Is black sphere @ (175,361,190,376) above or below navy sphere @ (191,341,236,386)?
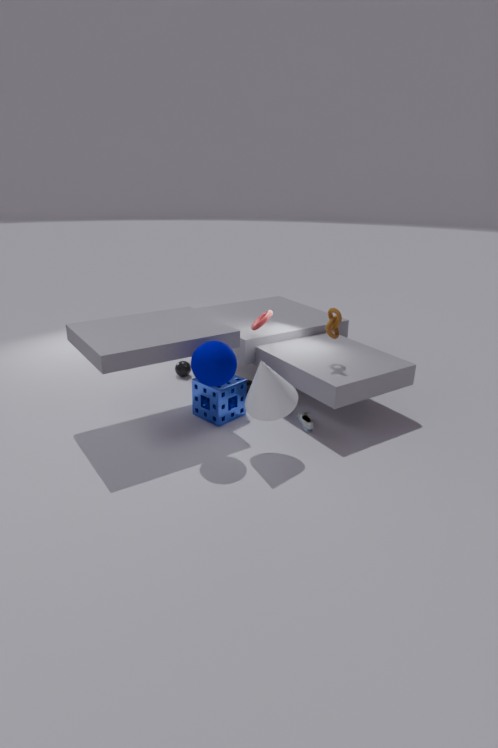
below
